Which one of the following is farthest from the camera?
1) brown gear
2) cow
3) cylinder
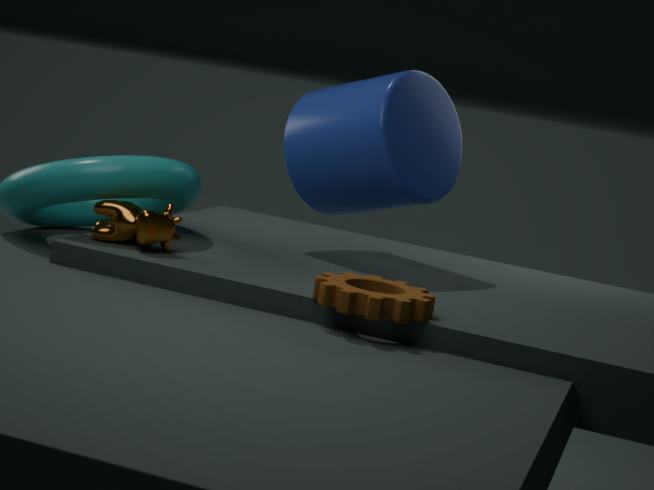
3. cylinder
